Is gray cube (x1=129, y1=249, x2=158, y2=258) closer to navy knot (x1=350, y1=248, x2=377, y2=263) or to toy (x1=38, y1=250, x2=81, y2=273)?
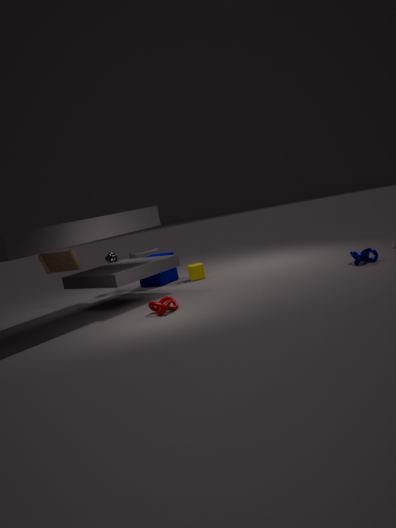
toy (x1=38, y1=250, x2=81, y2=273)
